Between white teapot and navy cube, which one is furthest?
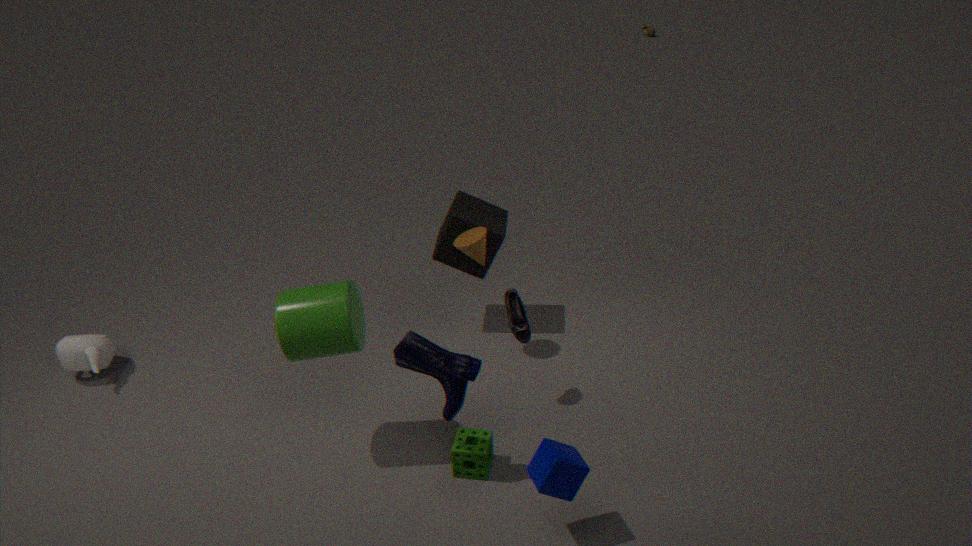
white teapot
